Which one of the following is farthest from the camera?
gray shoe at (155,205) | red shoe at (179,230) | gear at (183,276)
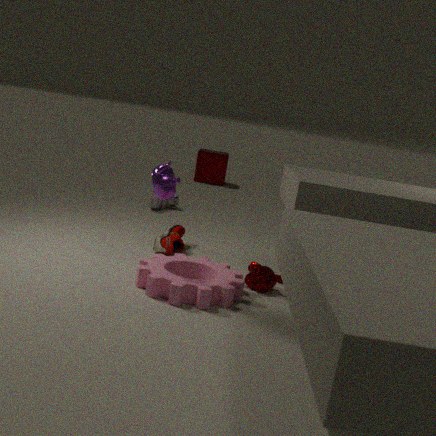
gray shoe at (155,205)
